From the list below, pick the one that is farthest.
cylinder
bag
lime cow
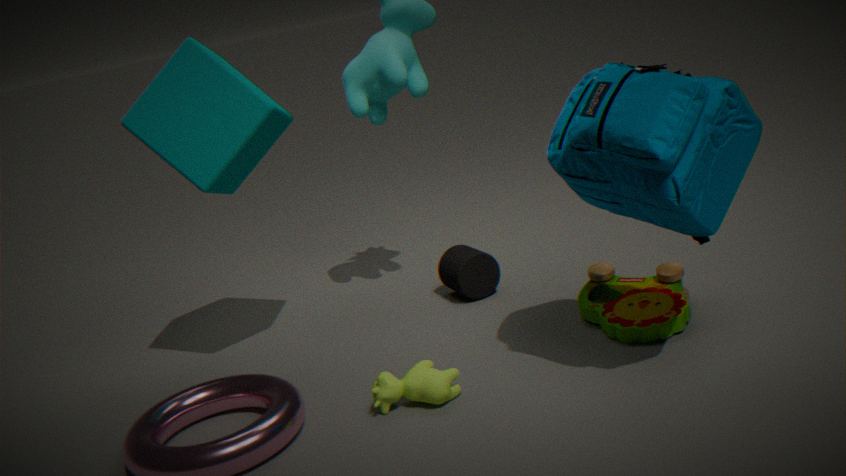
cylinder
